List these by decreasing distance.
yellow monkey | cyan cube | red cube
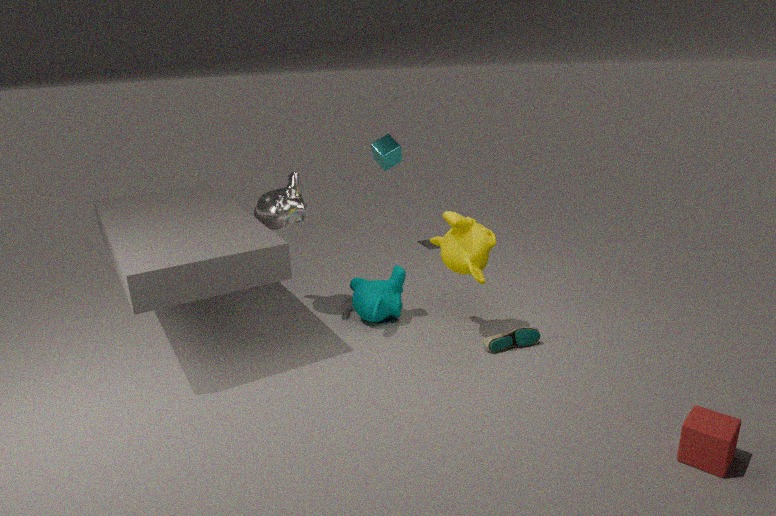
cyan cube → yellow monkey → red cube
